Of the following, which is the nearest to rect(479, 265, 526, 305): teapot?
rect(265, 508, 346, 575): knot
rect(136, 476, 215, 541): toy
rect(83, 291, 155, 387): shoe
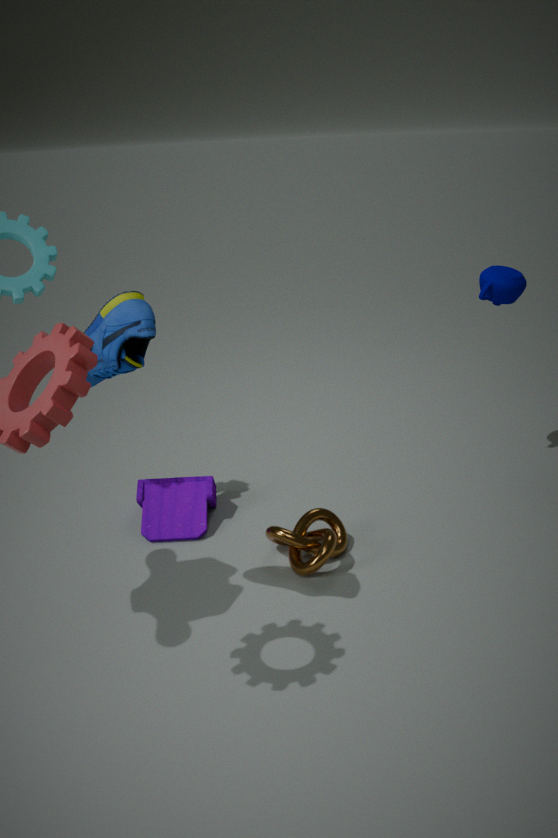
rect(265, 508, 346, 575): knot
